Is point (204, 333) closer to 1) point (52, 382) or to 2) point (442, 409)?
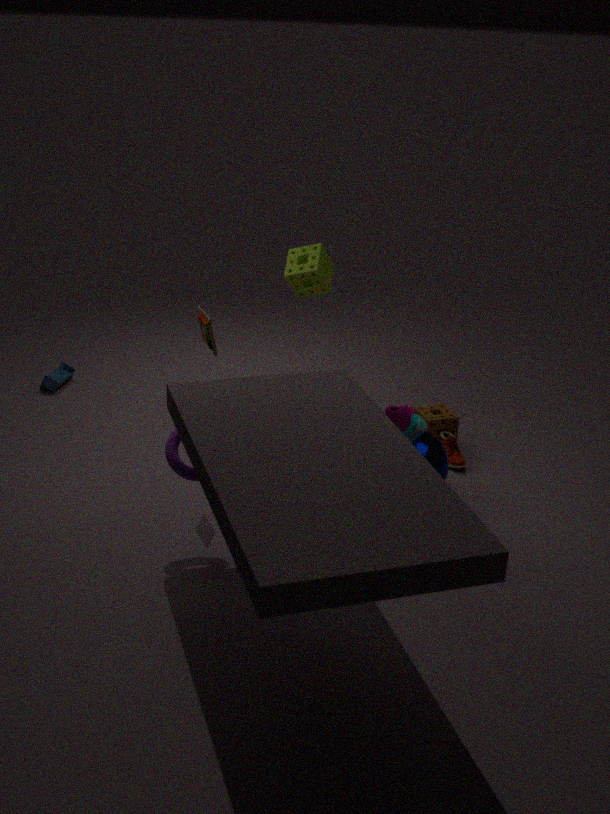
2) point (442, 409)
